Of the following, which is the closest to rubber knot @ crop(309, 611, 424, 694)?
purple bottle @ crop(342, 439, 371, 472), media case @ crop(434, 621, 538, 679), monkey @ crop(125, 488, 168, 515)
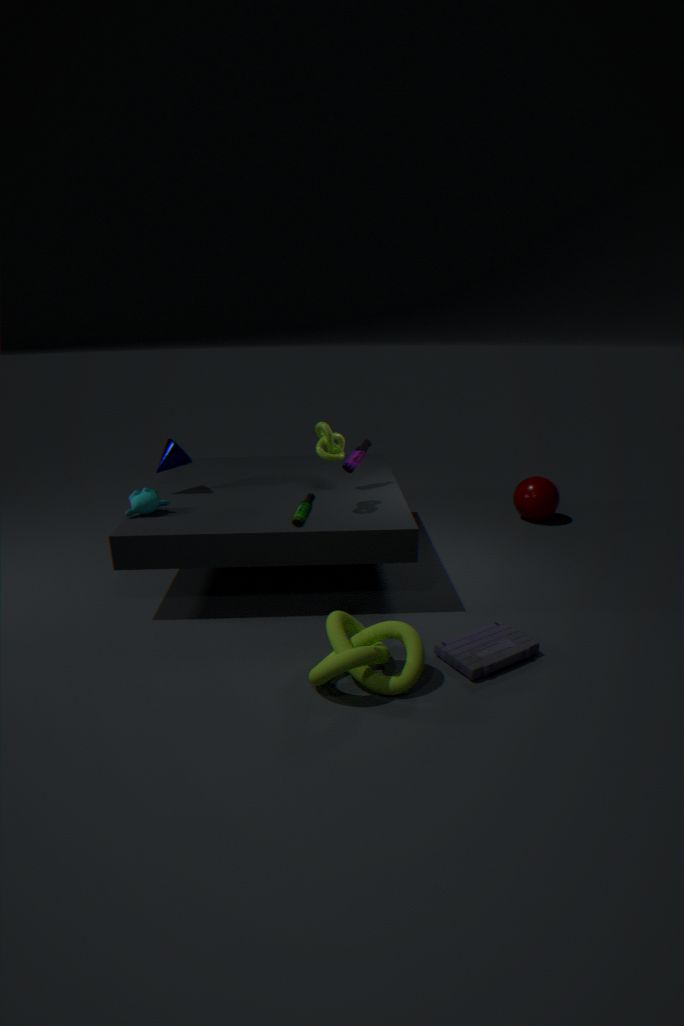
media case @ crop(434, 621, 538, 679)
